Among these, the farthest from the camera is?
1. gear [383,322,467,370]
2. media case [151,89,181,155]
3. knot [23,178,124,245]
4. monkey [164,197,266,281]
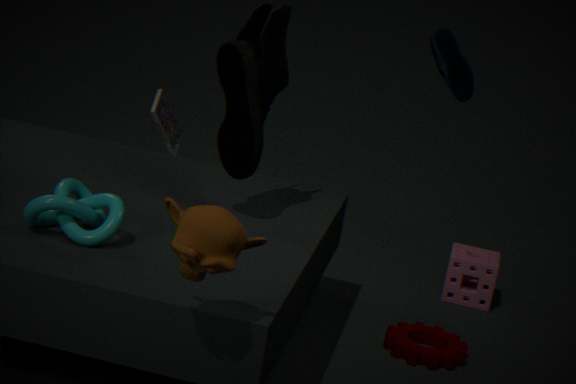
media case [151,89,181,155]
